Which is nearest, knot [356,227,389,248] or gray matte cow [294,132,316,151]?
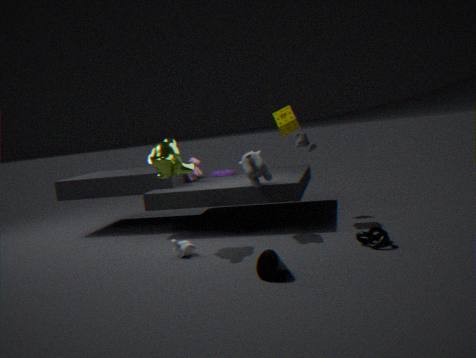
knot [356,227,389,248]
